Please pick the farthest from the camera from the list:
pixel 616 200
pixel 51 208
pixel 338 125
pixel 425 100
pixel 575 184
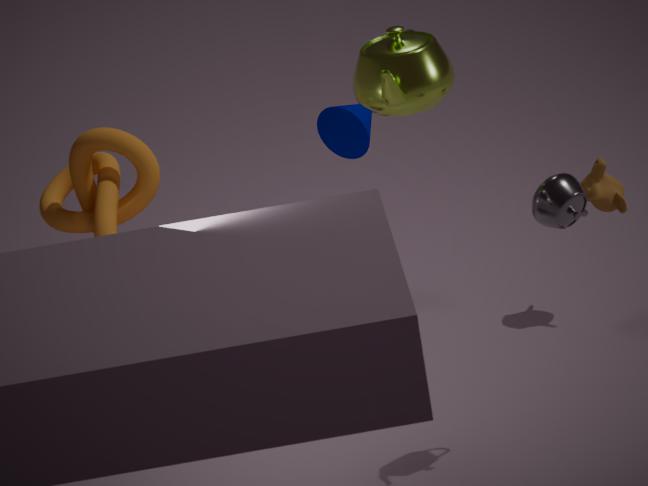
pixel 51 208
